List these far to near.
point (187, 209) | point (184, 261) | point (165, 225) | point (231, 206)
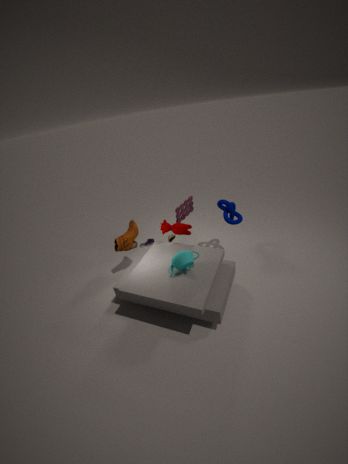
point (187, 209) → point (231, 206) → point (165, 225) → point (184, 261)
